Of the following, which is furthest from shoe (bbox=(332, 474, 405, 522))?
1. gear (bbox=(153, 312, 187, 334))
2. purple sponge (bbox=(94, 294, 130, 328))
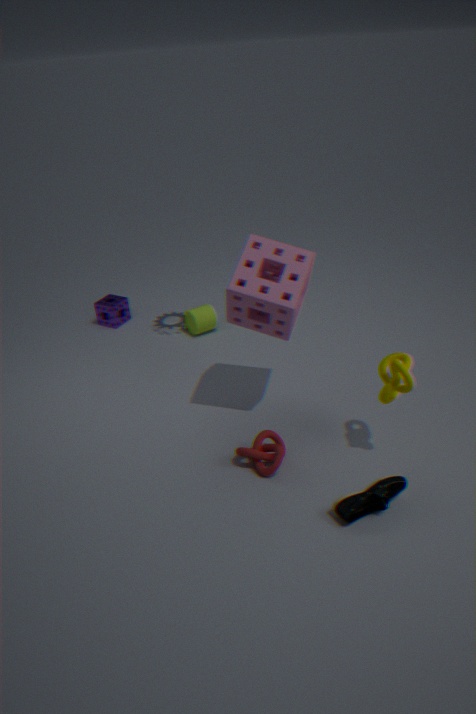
purple sponge (bbox=(94, 294, 130, 328))
